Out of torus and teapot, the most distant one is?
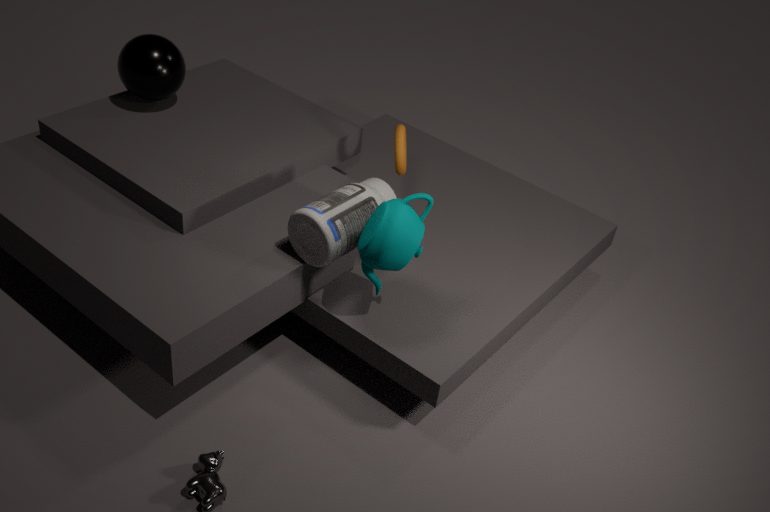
torus
